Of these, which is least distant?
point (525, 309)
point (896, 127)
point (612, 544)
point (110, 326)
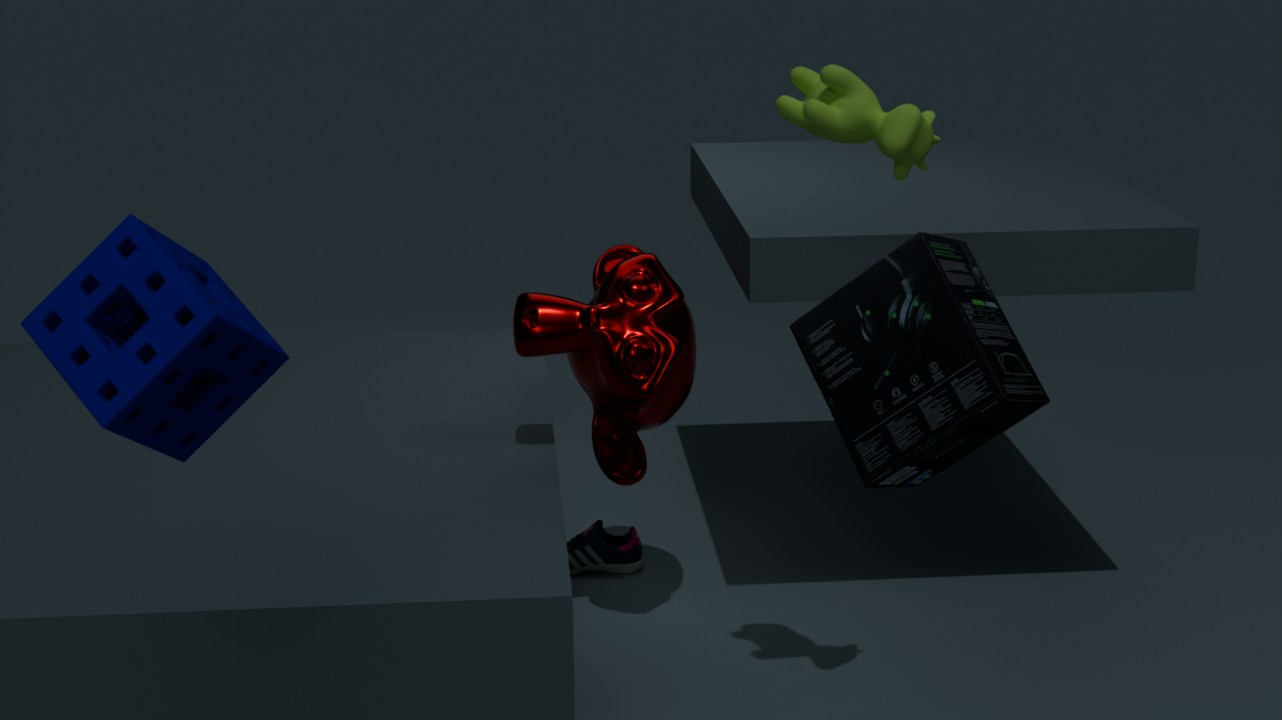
point (110, 326)
